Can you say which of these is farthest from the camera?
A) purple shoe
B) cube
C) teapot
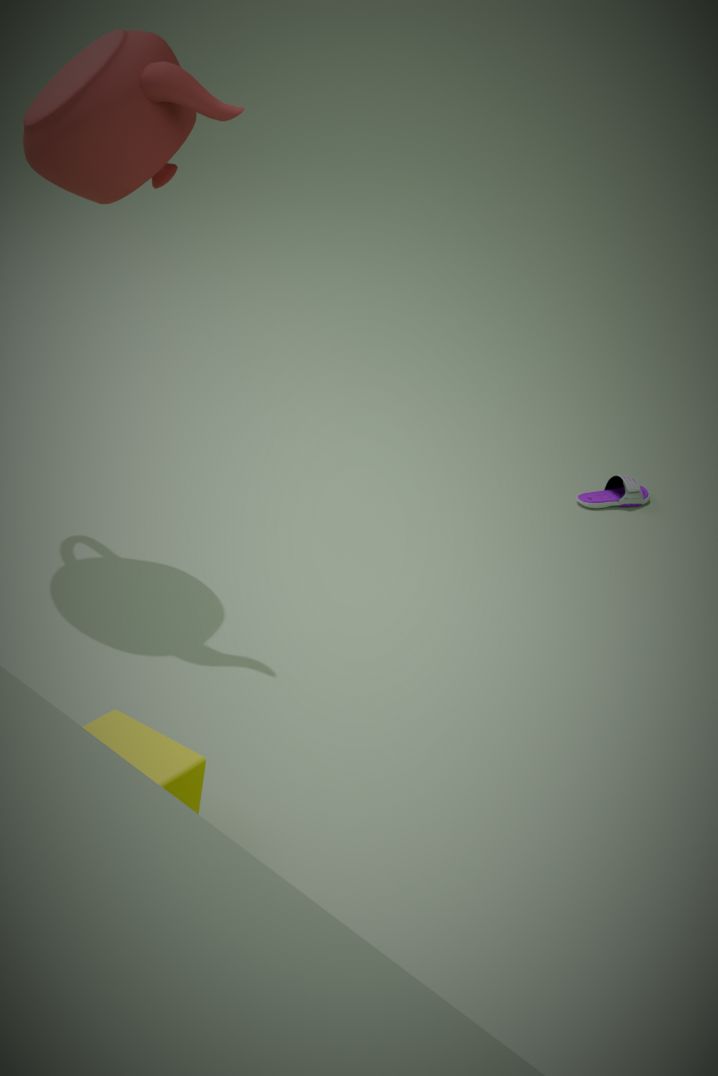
A. purple shoe
